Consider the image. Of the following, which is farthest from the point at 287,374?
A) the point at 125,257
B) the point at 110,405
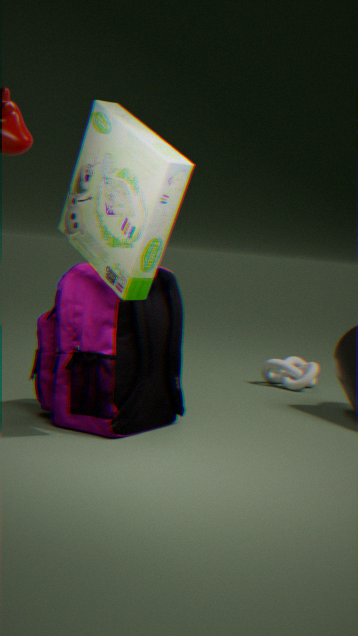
the point at 125,257
